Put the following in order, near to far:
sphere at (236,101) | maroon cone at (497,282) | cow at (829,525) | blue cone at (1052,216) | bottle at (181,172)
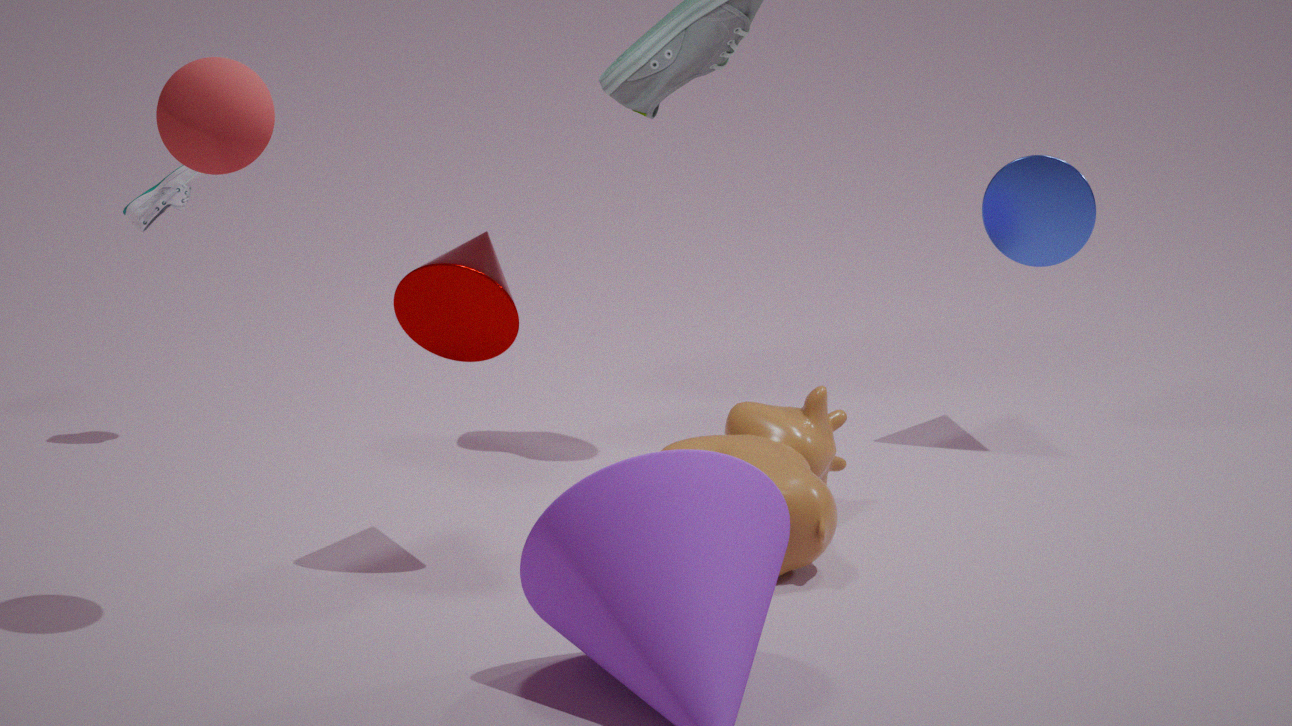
sphere at (236,101) → maroon cone at (497,282) → cow at (829,525) → bottle at (181,172) → blue cone at (1052,216)
